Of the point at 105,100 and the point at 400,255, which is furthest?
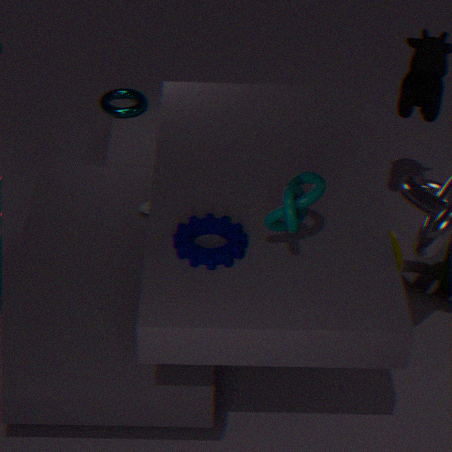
the point at 105,100
